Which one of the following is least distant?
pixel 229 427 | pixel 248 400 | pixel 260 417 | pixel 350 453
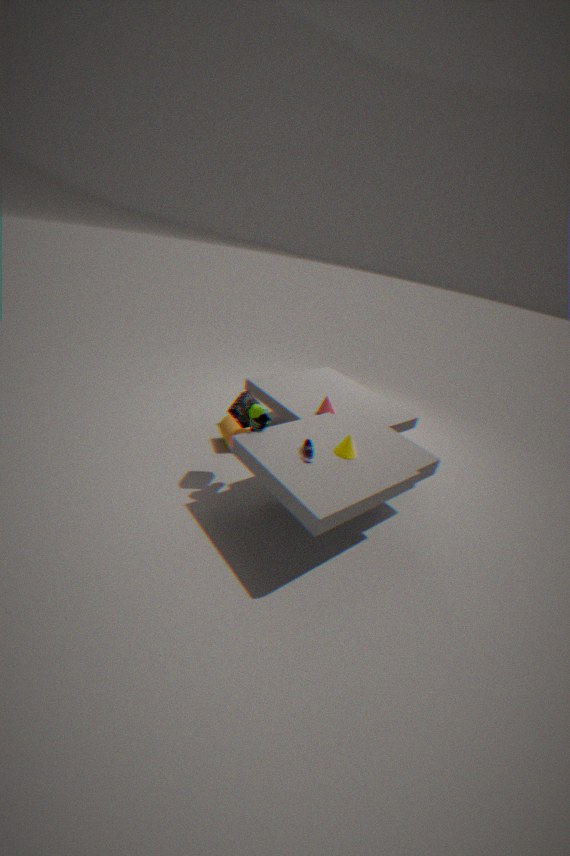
pixel 350 453
